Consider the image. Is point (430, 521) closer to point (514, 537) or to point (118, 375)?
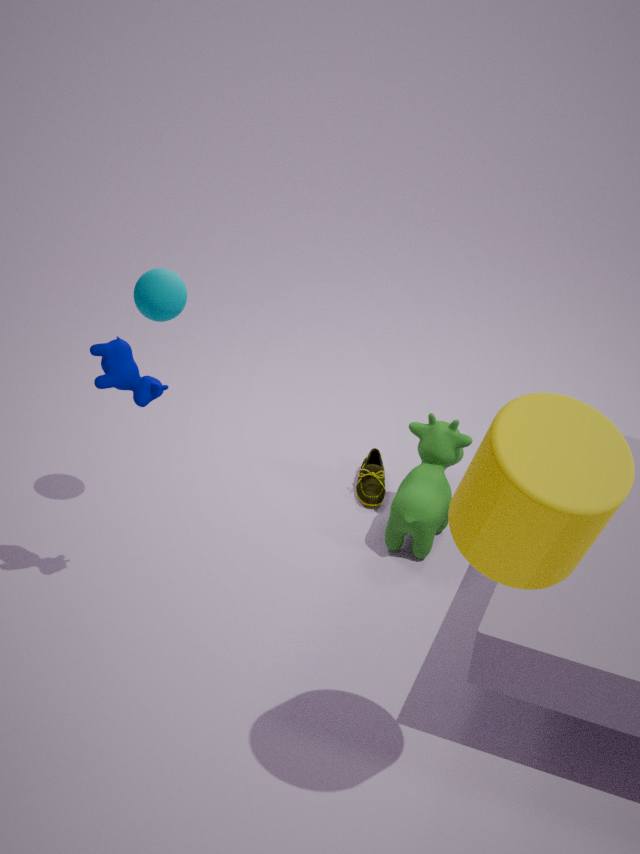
point (118, 375)
